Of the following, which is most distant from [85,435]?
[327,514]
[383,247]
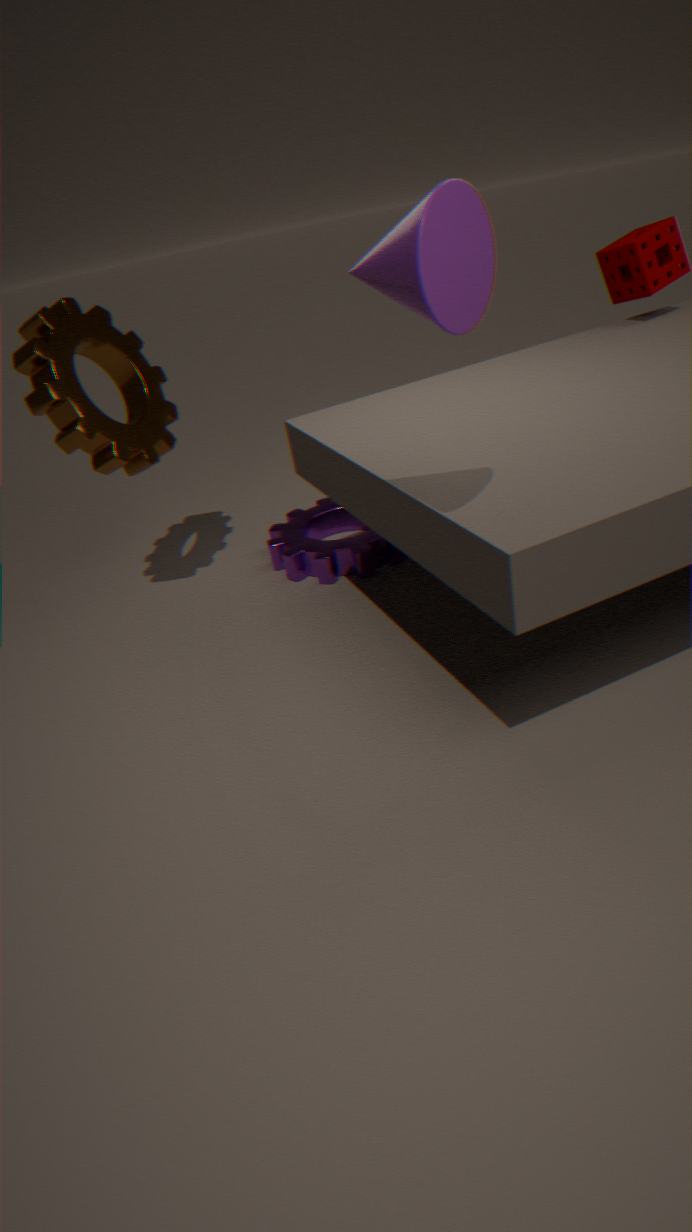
[383,247]
